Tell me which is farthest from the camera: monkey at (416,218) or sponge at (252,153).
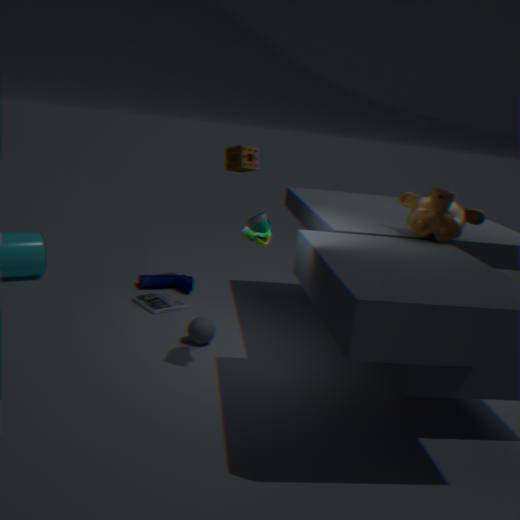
sponge at (252,153)
